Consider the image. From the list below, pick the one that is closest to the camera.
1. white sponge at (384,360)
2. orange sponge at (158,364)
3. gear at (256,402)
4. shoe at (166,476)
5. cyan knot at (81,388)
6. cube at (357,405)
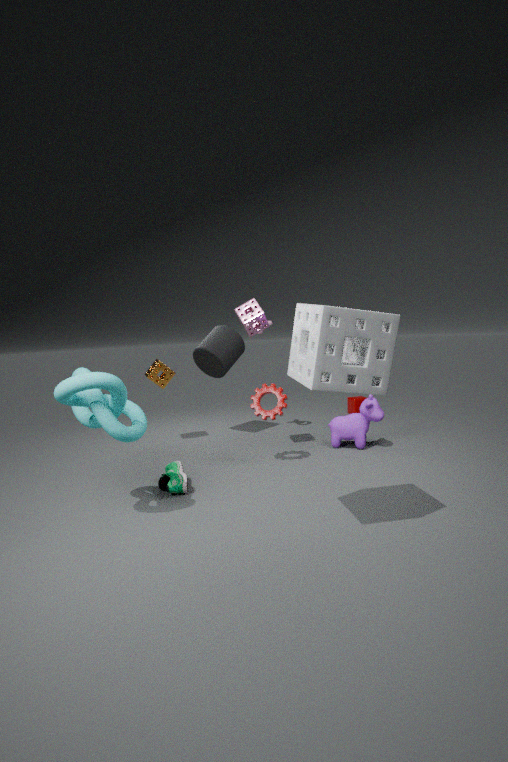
white sponge at (384,360)
